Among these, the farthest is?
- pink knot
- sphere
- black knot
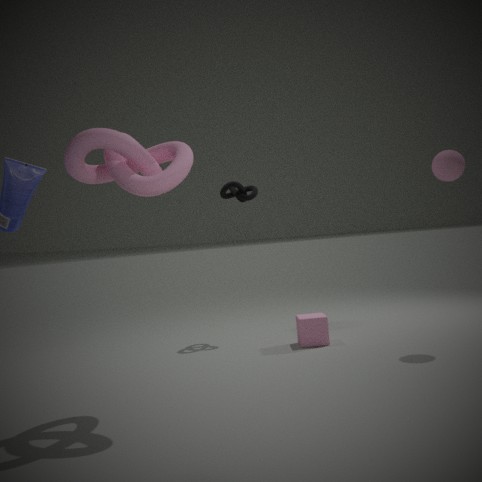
black knot
